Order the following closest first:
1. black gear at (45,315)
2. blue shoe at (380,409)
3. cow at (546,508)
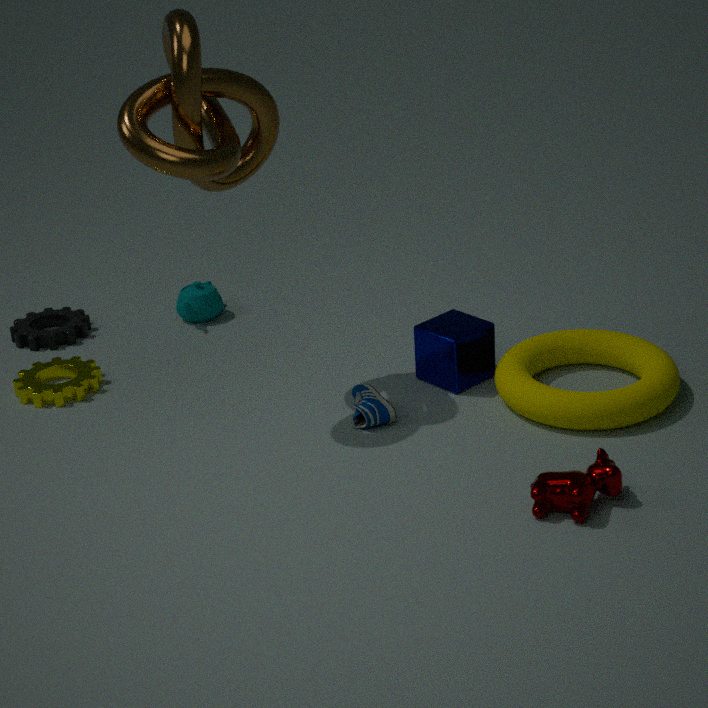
1. cow at (546,508)
2. blue shoe at (380,409)
3. black gear at (45,315)
